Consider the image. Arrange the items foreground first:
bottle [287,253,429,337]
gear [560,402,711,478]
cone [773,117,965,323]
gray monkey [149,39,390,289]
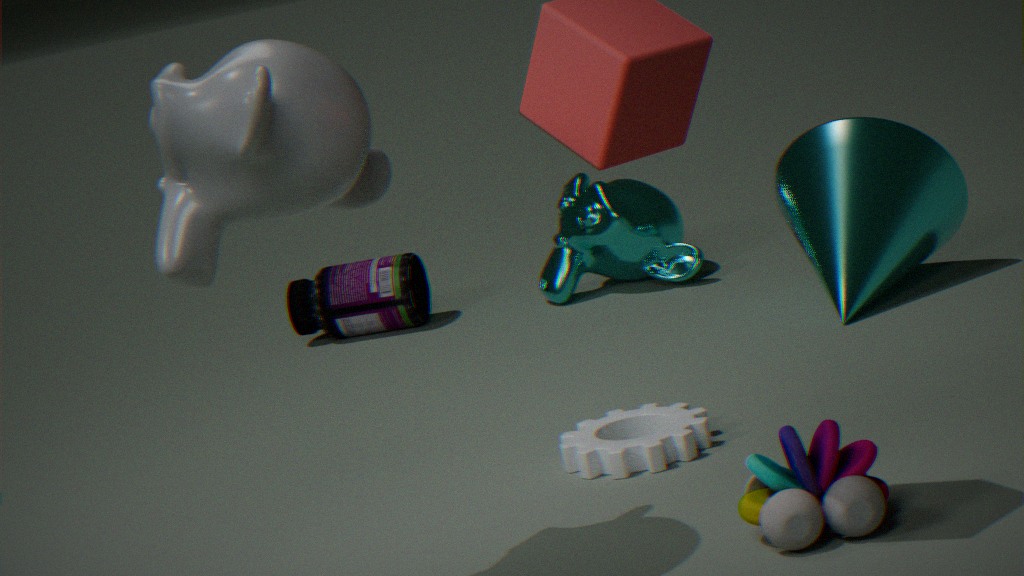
gray monkey [149,39,390,289]
gear [560,402,711,478]
cone [773,117,965,323]
bottle [287,253,429,337]
